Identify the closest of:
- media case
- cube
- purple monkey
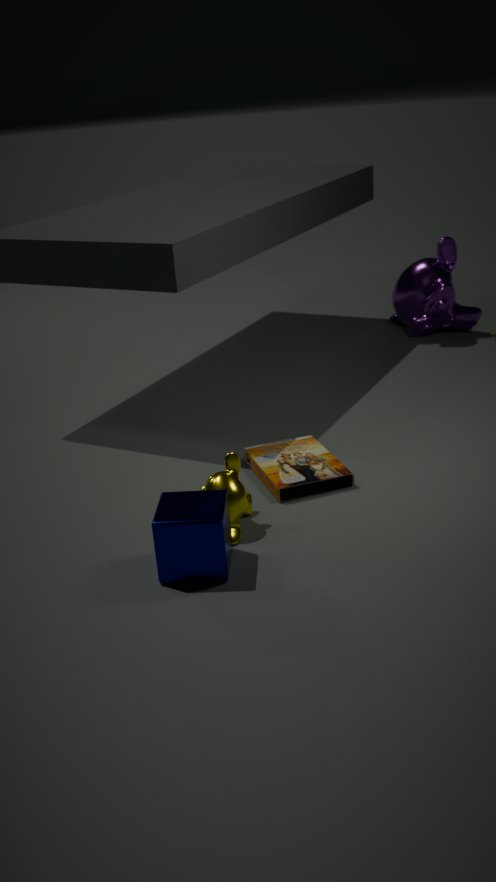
cube
